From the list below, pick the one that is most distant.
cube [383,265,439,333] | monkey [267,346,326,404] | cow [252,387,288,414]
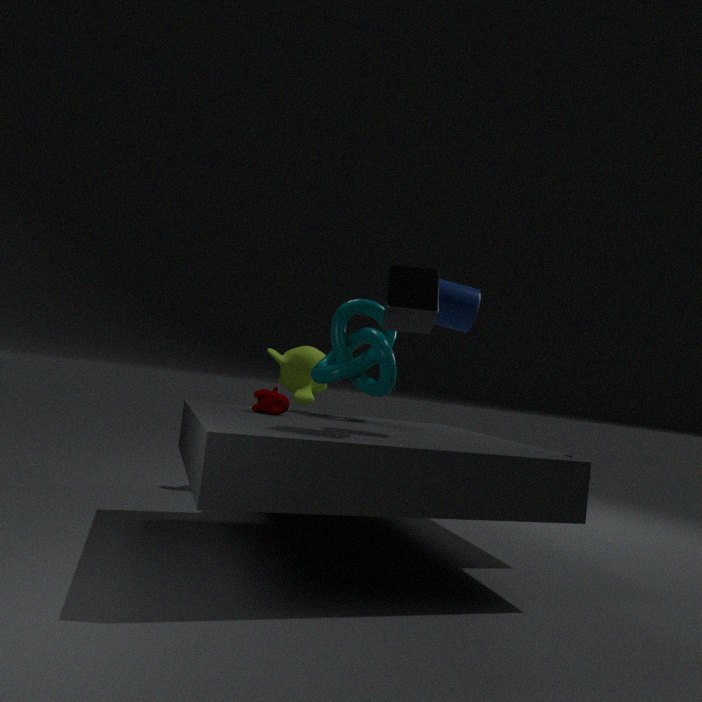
monkey [267,346,326,404]
